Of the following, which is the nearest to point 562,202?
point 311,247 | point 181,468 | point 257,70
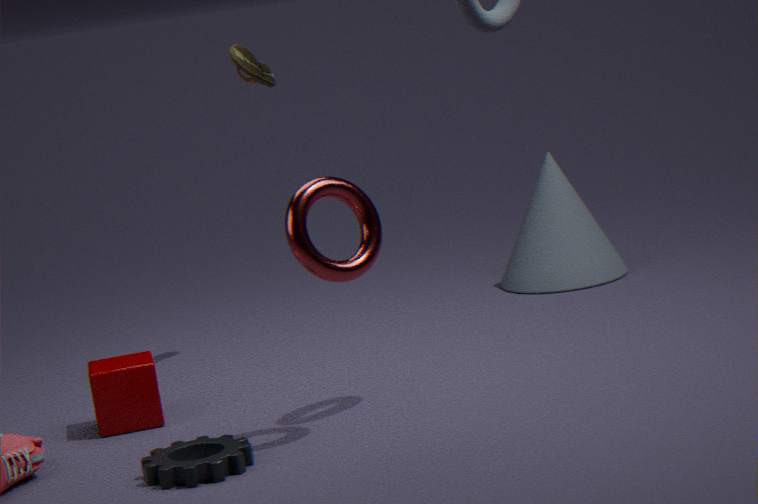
point 257,70
